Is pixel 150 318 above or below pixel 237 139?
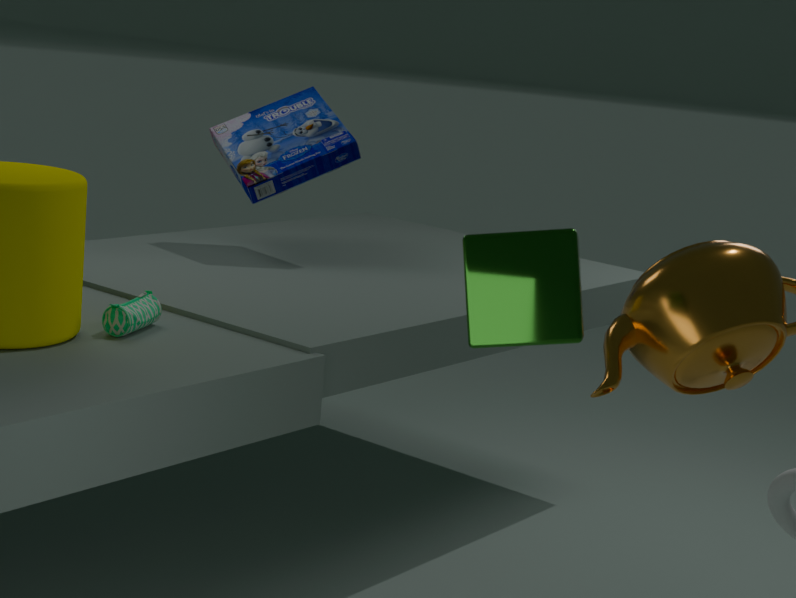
below
